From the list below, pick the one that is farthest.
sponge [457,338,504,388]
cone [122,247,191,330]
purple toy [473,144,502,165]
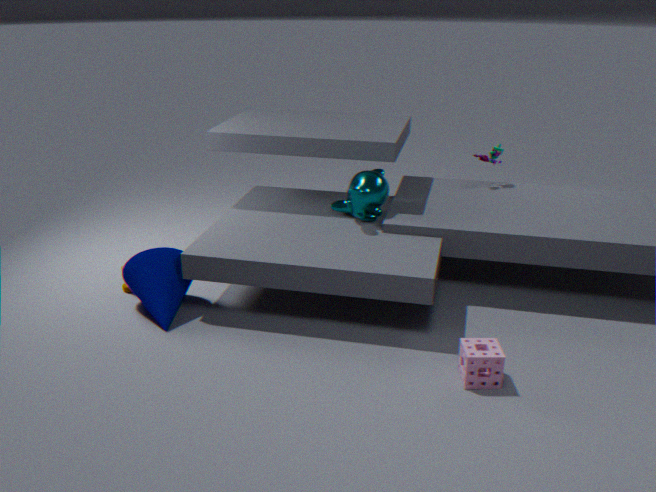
purple toy [473,144,502,165]
